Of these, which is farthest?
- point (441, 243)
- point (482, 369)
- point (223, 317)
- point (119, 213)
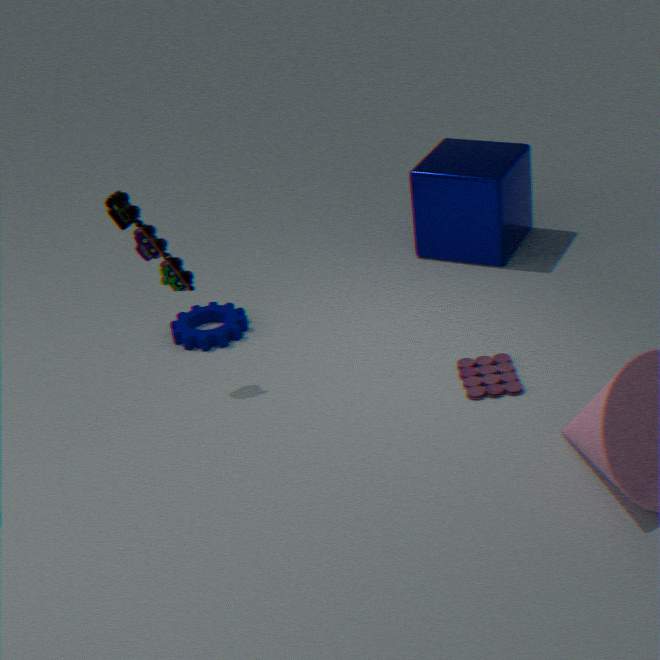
point (441, 243)
